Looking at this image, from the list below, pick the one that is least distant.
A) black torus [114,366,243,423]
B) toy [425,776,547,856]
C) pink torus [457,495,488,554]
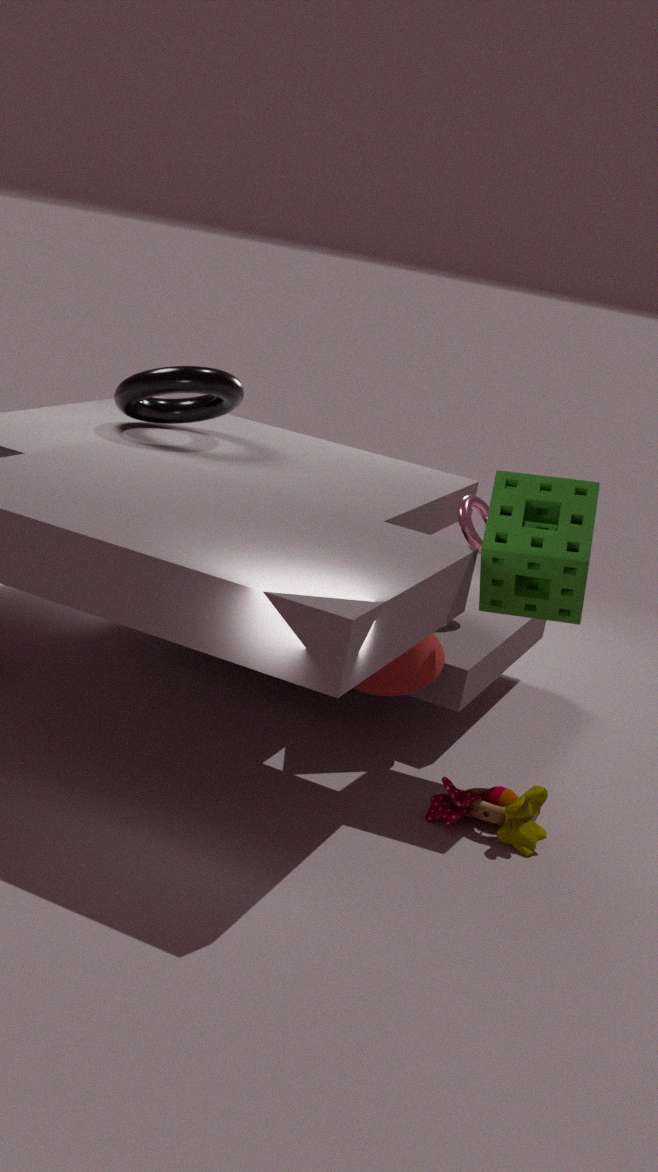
toy [425,776,547,856]
